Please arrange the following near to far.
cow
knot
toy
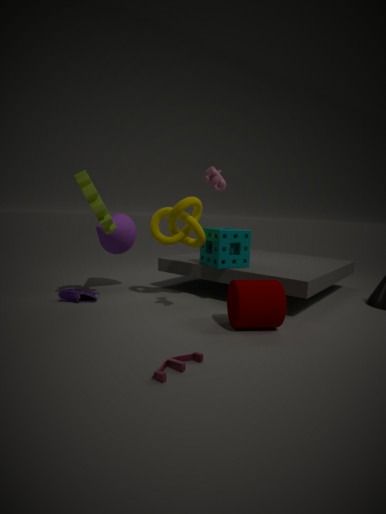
toy < cow < knot
